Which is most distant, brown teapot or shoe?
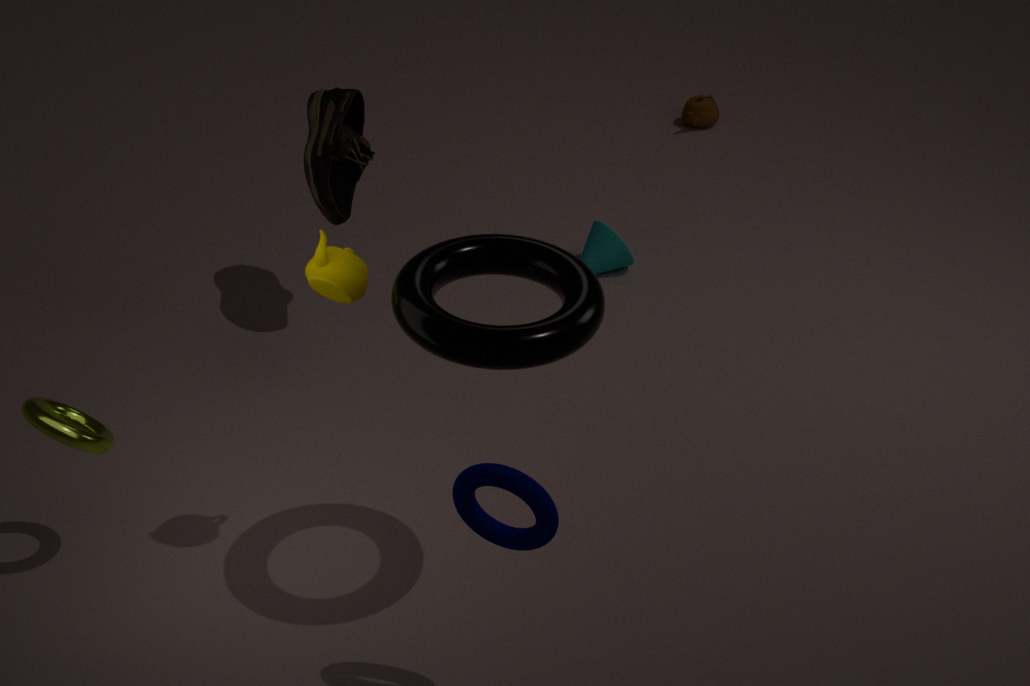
brown teapot
